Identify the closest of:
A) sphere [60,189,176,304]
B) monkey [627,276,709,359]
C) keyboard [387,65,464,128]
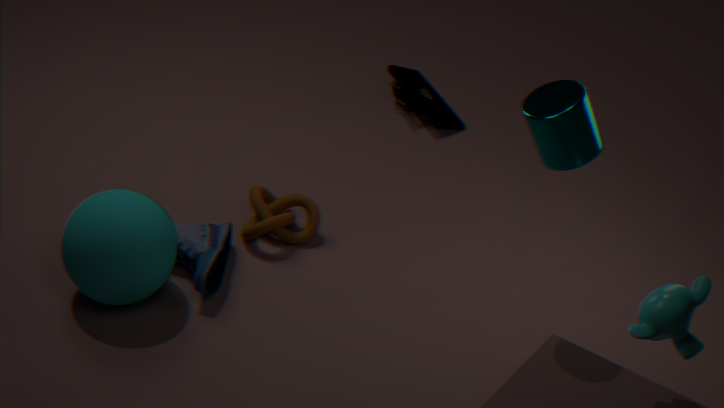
monkey [627,276,709,359]
